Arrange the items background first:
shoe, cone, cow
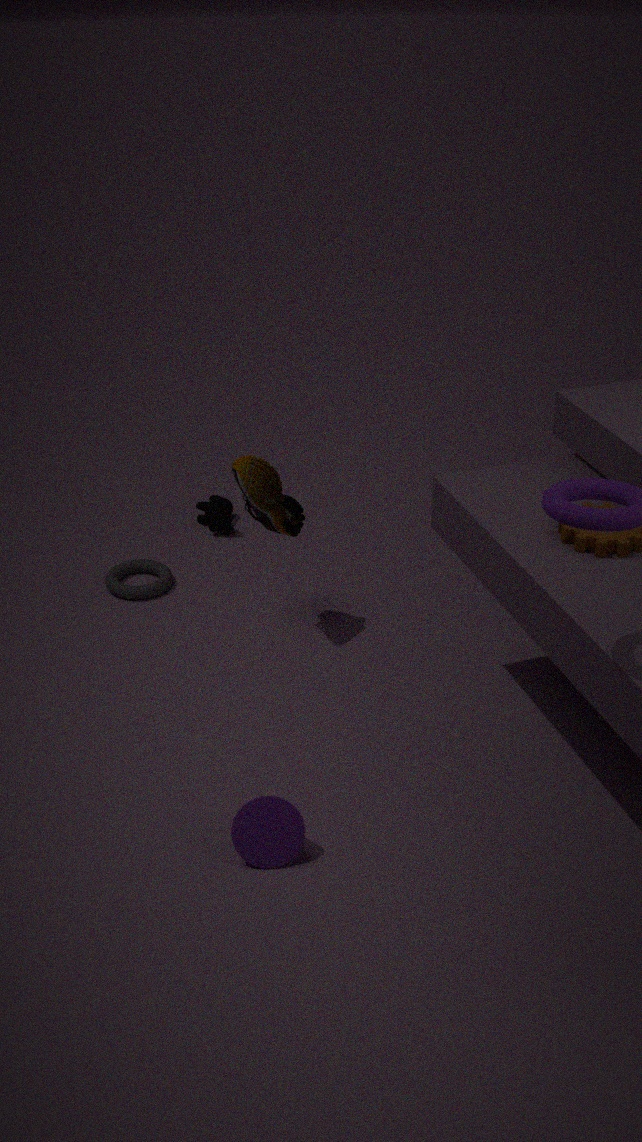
cow → shoe → cone
